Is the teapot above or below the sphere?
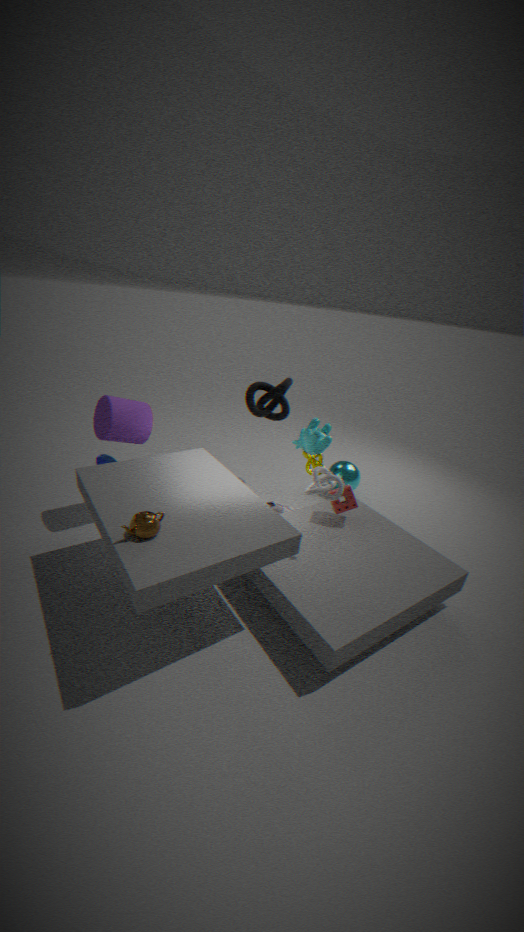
above
